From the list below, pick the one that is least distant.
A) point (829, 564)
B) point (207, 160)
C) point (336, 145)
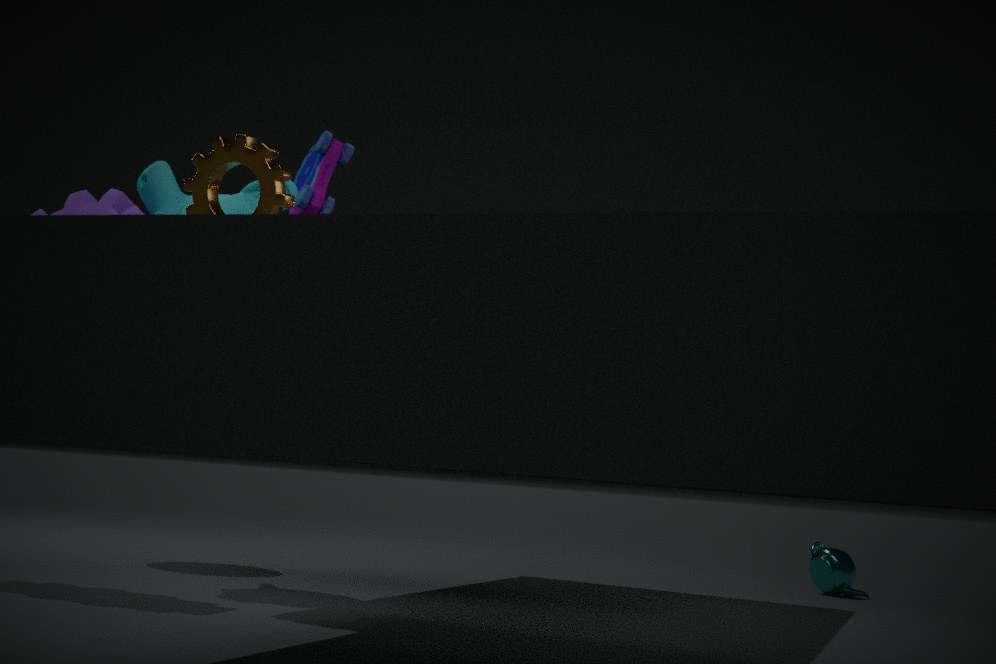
point (207, 160)
